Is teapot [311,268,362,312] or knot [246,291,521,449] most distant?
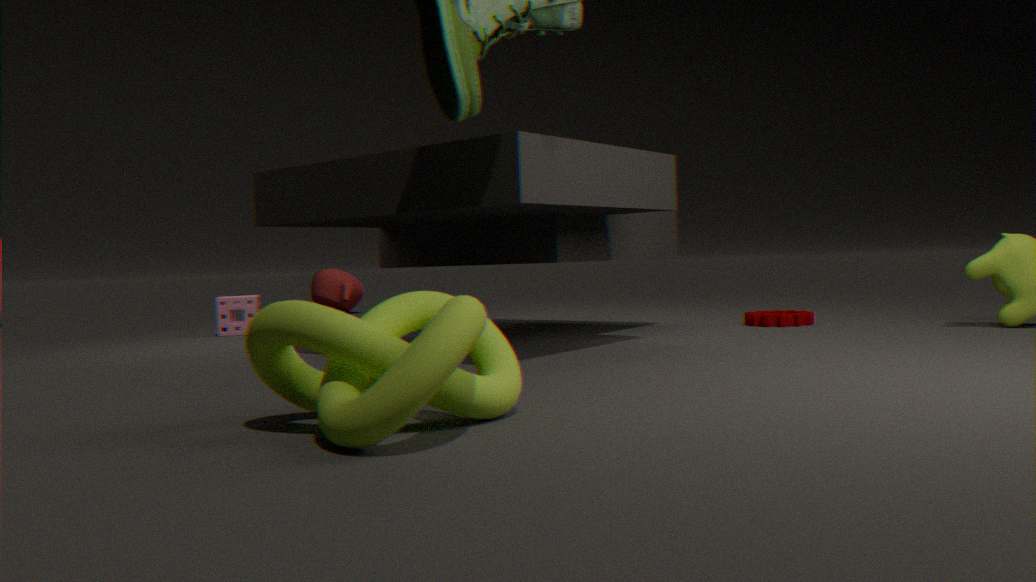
teapot [311,268,362,312]
